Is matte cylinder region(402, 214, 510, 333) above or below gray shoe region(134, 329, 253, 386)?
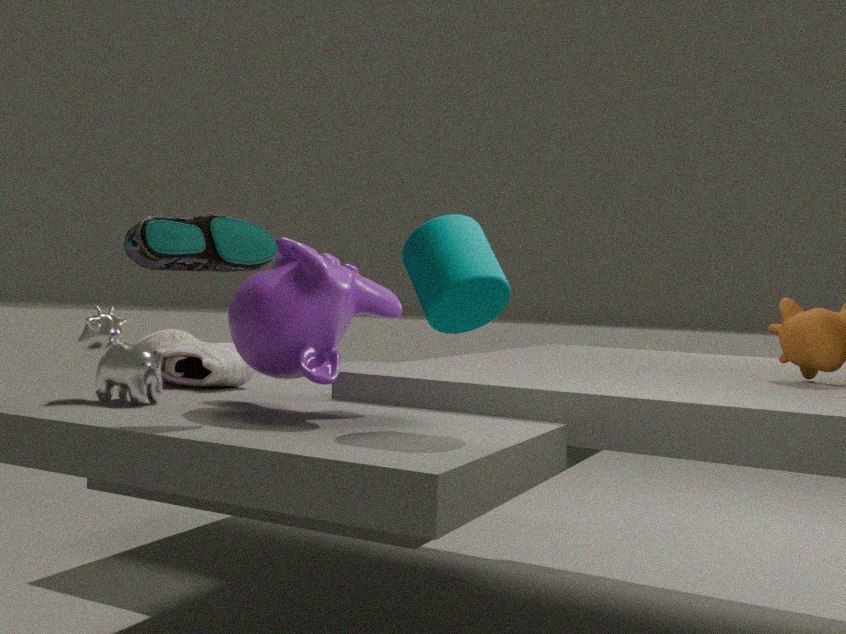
above
